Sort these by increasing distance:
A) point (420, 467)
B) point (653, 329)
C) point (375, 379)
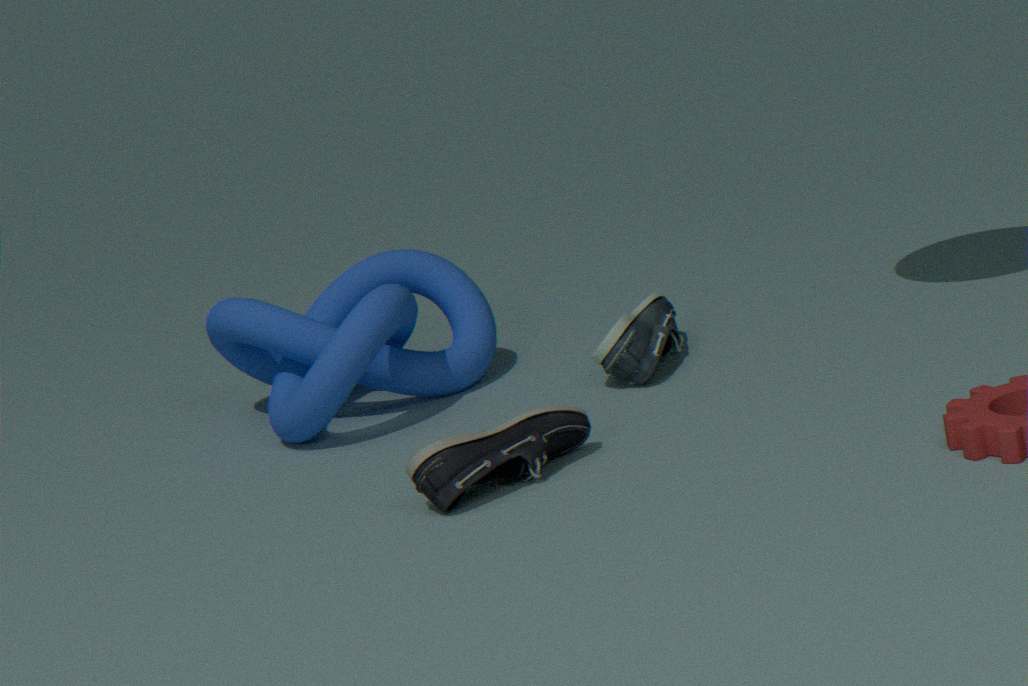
point (420, 467) < point (653, 329) < point (375, 379)
